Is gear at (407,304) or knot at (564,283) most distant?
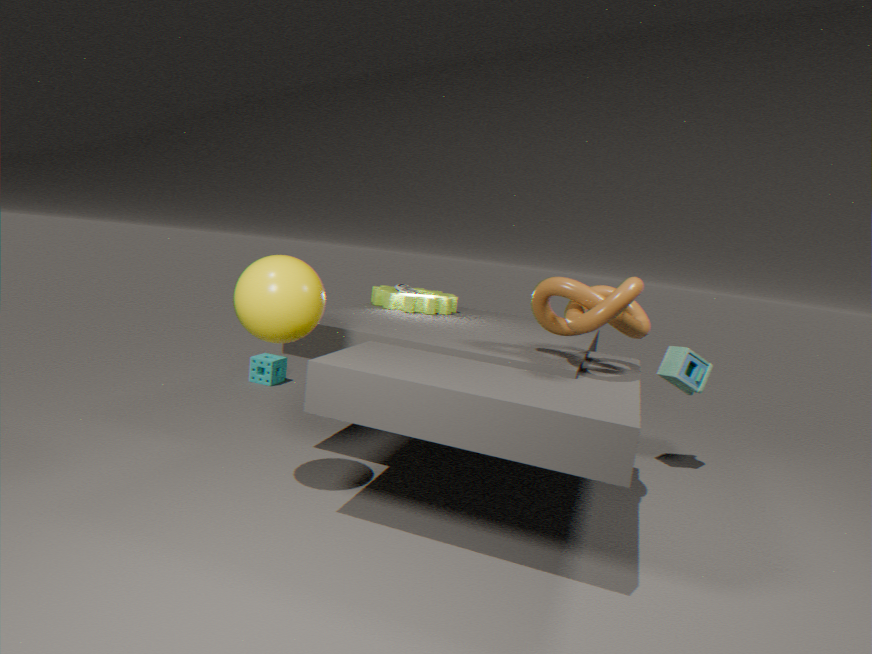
gear at (407,304)
